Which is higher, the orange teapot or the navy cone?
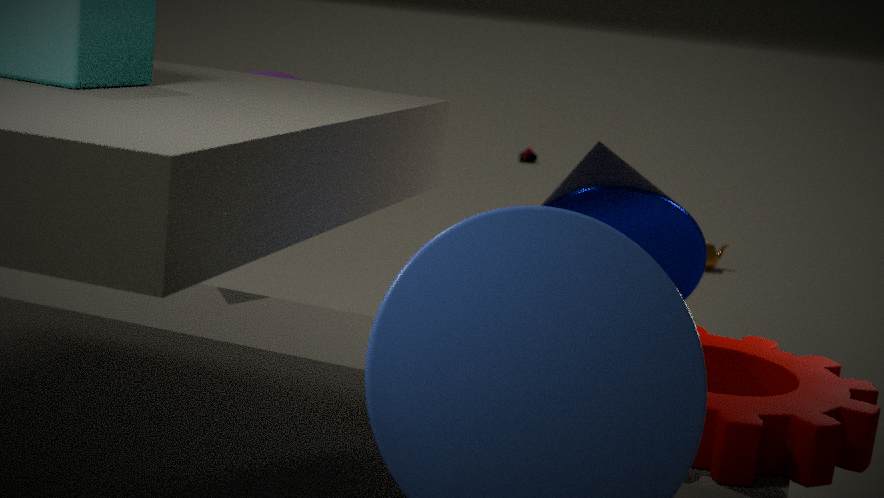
the navy cone
